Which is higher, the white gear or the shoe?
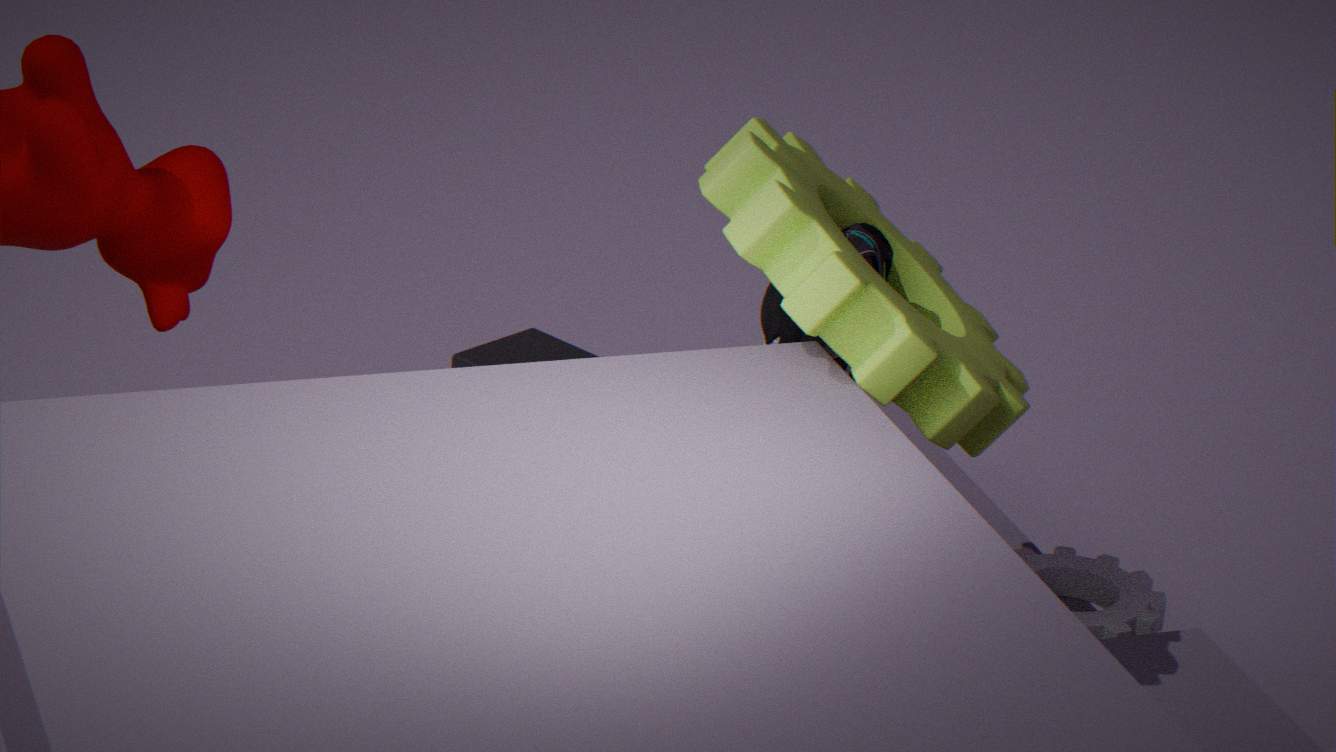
the shoe
